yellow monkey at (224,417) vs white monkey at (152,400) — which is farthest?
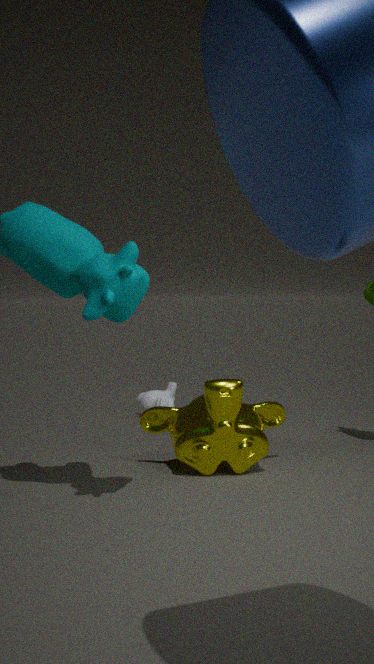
white monkey at (152,400)
